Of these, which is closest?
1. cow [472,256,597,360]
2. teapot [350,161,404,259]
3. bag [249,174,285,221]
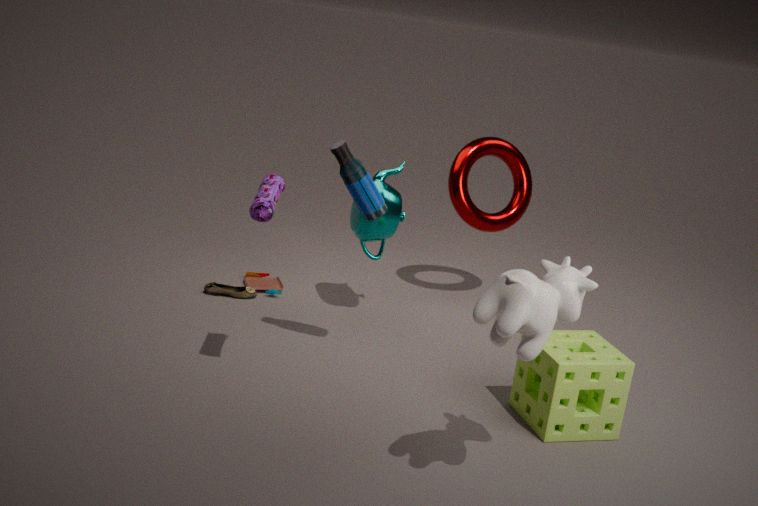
cow [472,256,597,360]
